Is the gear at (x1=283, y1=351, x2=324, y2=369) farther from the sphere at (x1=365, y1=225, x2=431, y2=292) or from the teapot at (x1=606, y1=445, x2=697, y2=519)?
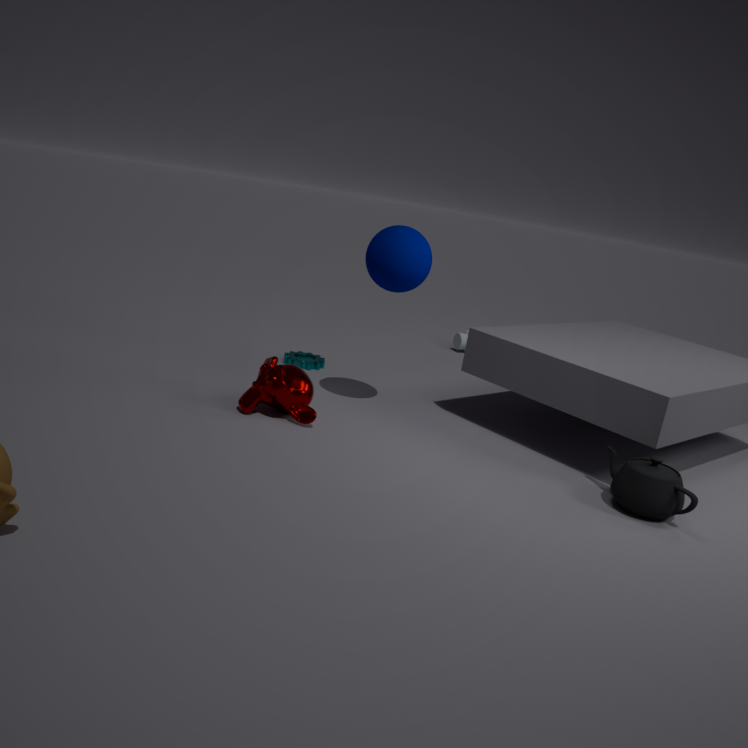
the teapot at (x1=606, y1=445, x2=697, y2=519)
